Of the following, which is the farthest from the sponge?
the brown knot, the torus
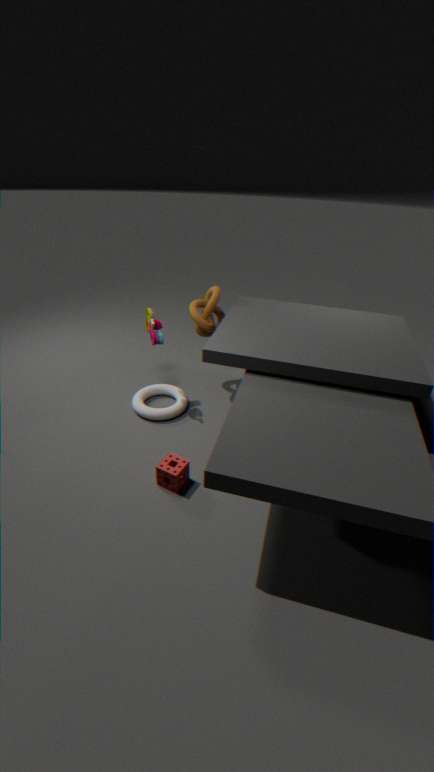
the brown knot
